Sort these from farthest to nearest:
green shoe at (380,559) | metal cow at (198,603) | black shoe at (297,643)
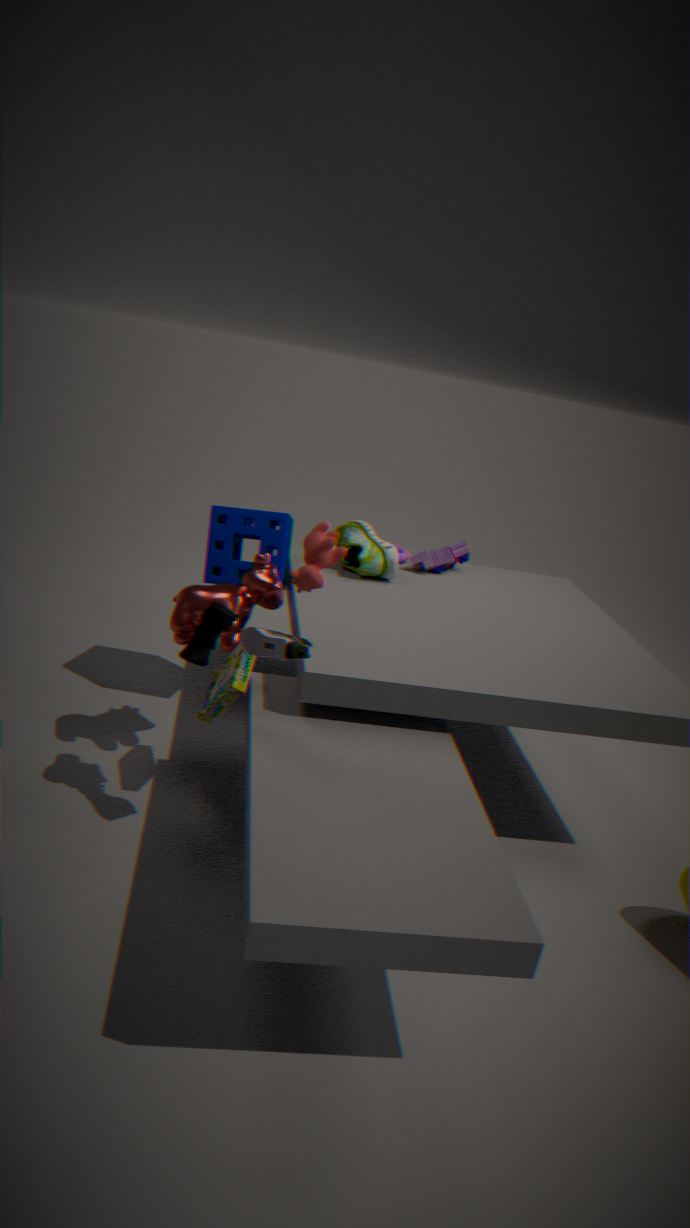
1. green shoe at (380,559)
2. metal cow at (198,603)
3. black shoe at (297,643)
